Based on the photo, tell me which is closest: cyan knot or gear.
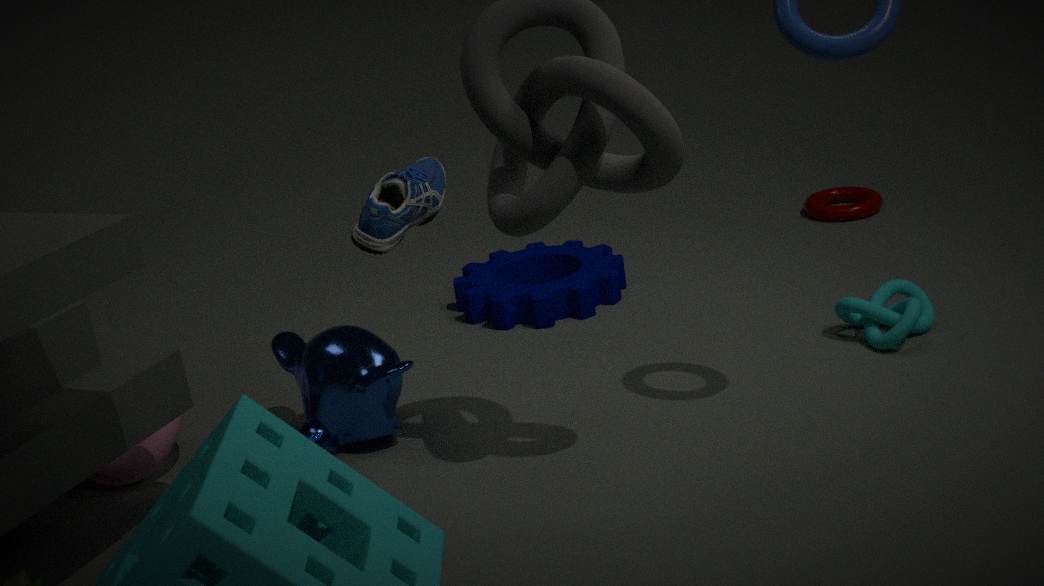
cyan knot
